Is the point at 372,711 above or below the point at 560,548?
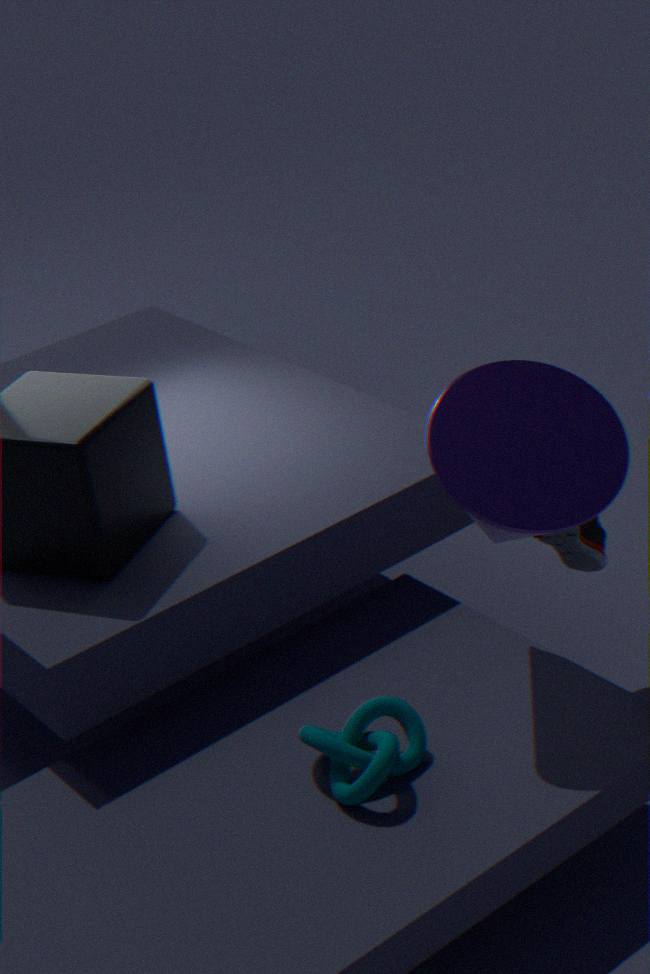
below
